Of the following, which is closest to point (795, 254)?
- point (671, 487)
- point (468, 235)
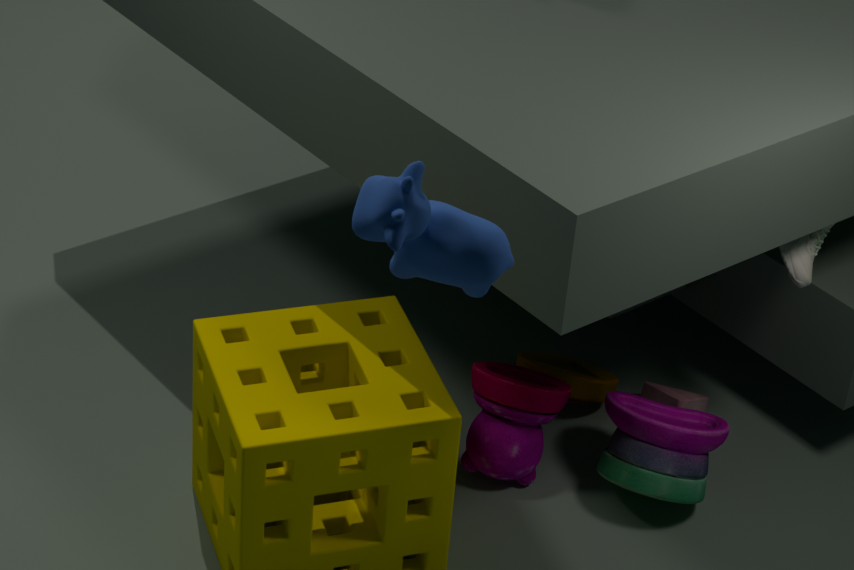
point (671, 487)
